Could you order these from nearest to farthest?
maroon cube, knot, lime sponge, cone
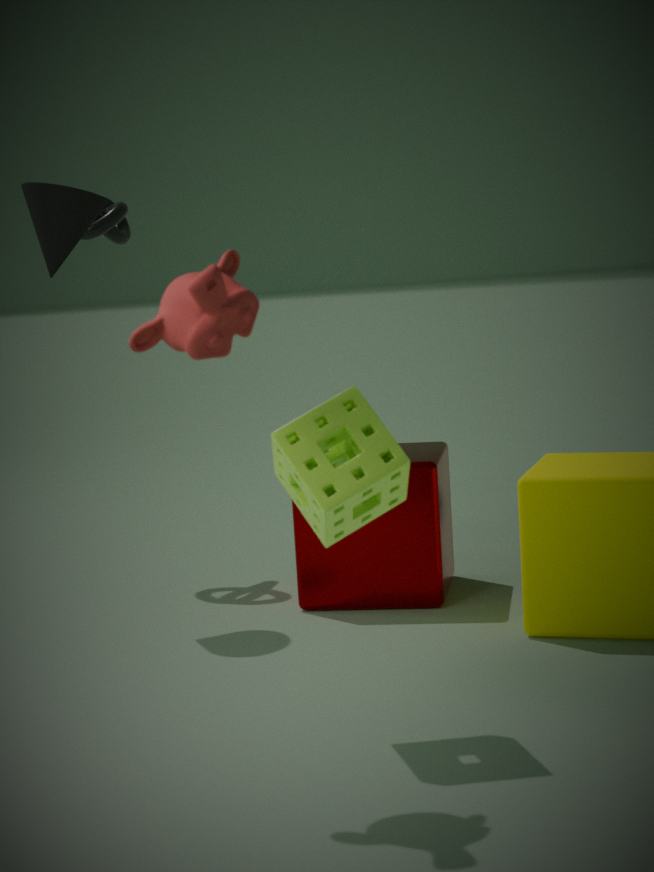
lime sponge → maroon cube → cone → knot
